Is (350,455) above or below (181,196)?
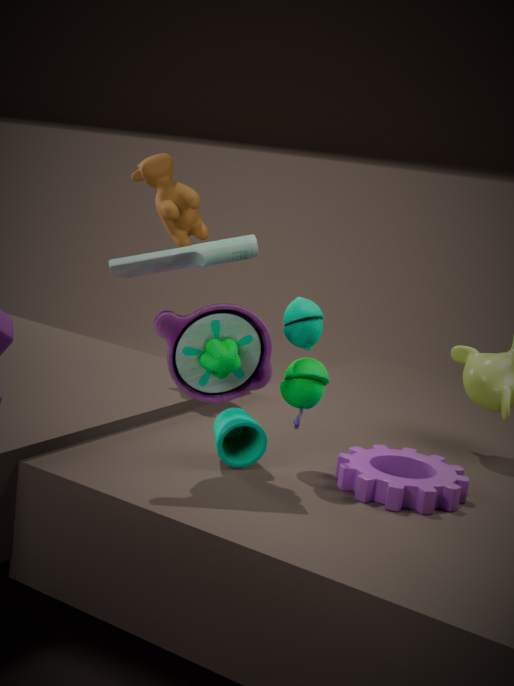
below
